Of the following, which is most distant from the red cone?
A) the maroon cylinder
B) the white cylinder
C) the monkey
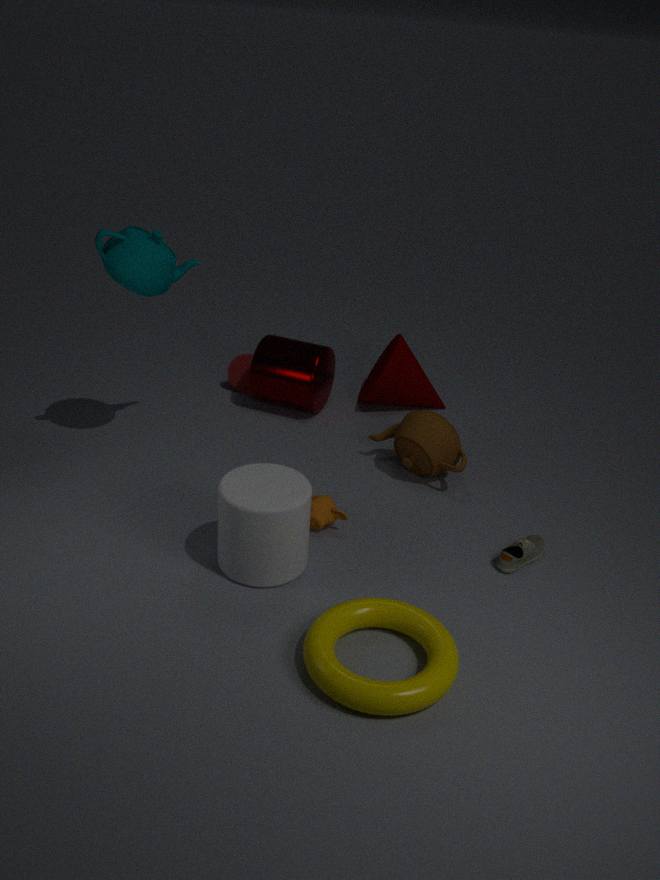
the white cylinder
